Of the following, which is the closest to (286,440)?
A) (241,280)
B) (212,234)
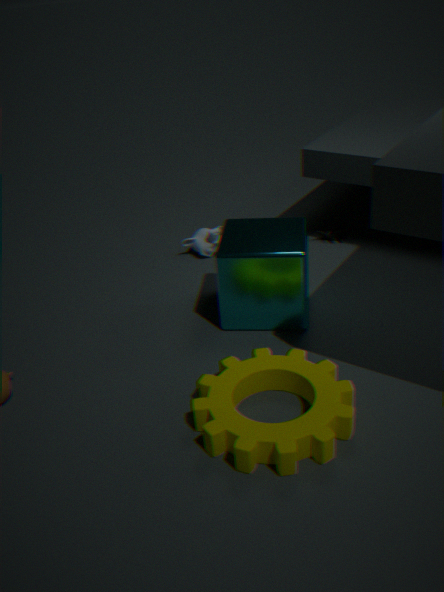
(241,280)
